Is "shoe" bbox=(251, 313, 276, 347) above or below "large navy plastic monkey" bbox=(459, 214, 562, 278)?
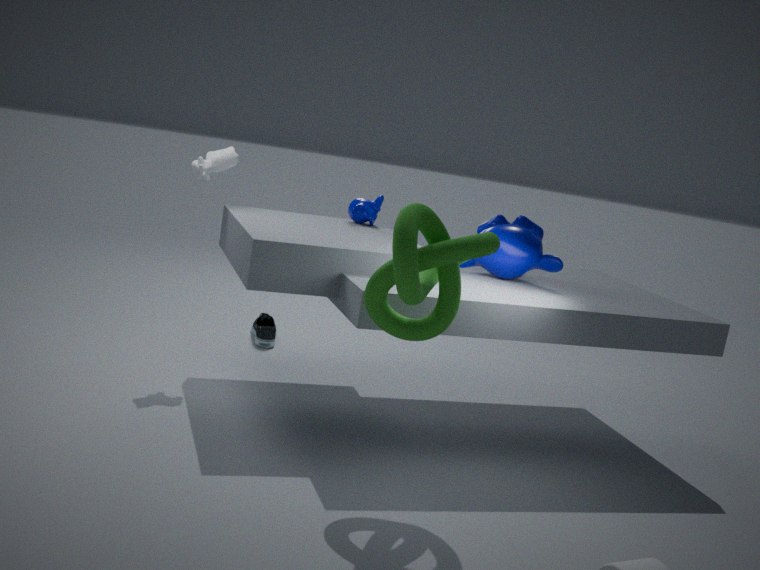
below
